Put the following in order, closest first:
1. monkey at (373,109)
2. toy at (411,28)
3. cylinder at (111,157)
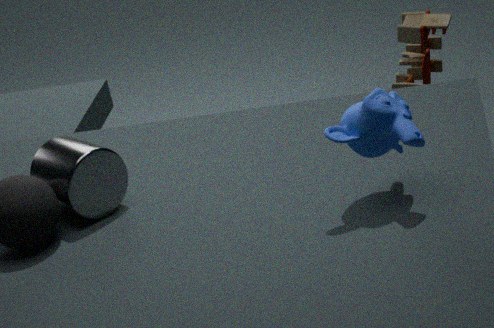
monkey at (373,109)
cylinder at (111,157)
toy at (411,28)
